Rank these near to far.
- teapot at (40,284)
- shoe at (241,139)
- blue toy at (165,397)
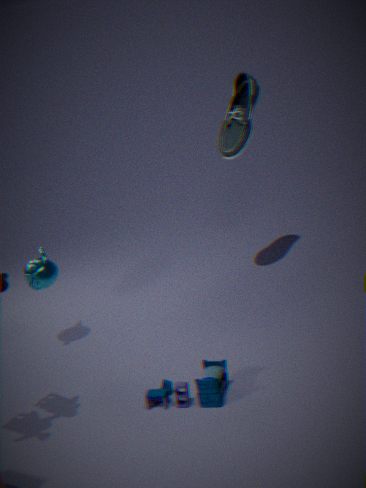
1. blue toy at (165,397)
2. teapot at (40,284)
3. shoe at (241,139)
